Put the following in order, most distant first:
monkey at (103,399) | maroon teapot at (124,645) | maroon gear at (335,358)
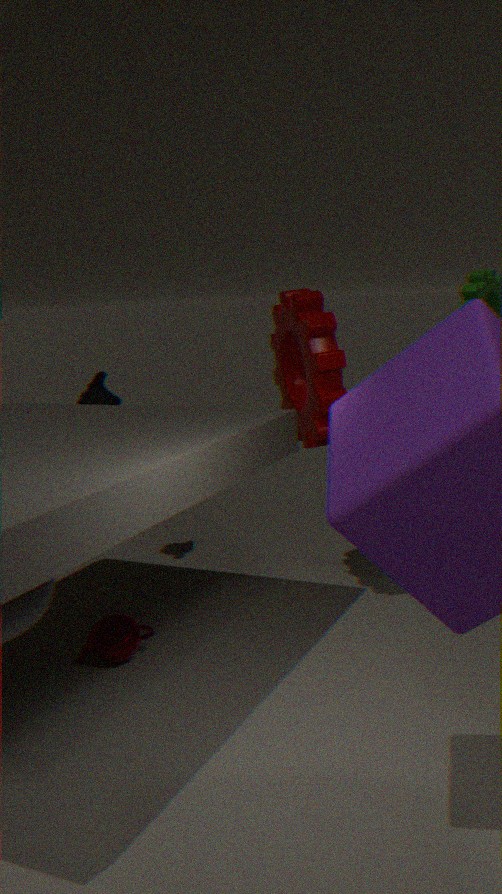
monkey at (103,399), maroon gear at (335,358), maroon teapot at (124,645)
